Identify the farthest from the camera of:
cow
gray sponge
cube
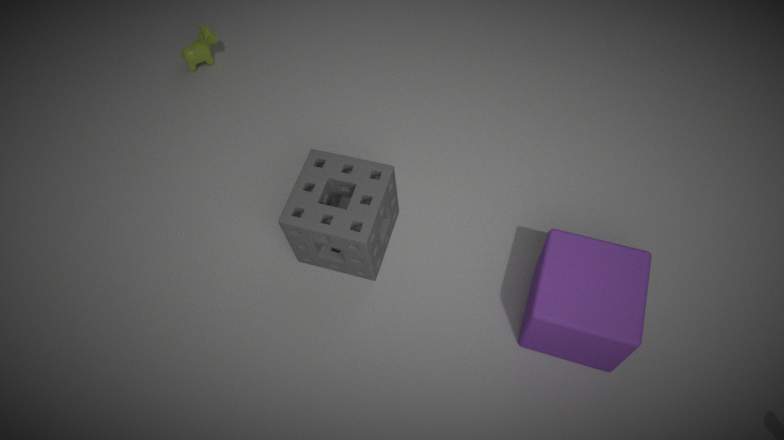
cow
